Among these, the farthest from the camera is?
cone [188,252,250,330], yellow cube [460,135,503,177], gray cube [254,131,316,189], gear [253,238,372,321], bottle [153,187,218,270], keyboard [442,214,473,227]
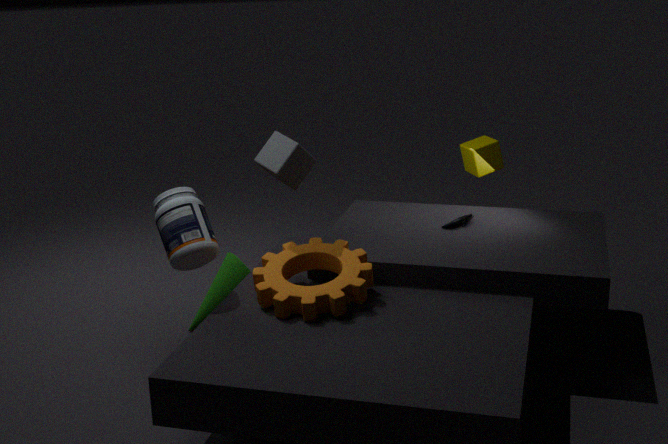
yellow cube [460,135,503,177]
